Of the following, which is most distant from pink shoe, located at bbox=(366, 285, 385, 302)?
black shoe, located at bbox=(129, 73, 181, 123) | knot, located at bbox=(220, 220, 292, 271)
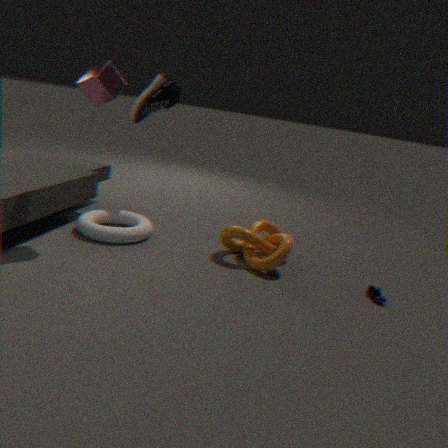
black shoe, located at bbox=(129, 73, 181, 123)
